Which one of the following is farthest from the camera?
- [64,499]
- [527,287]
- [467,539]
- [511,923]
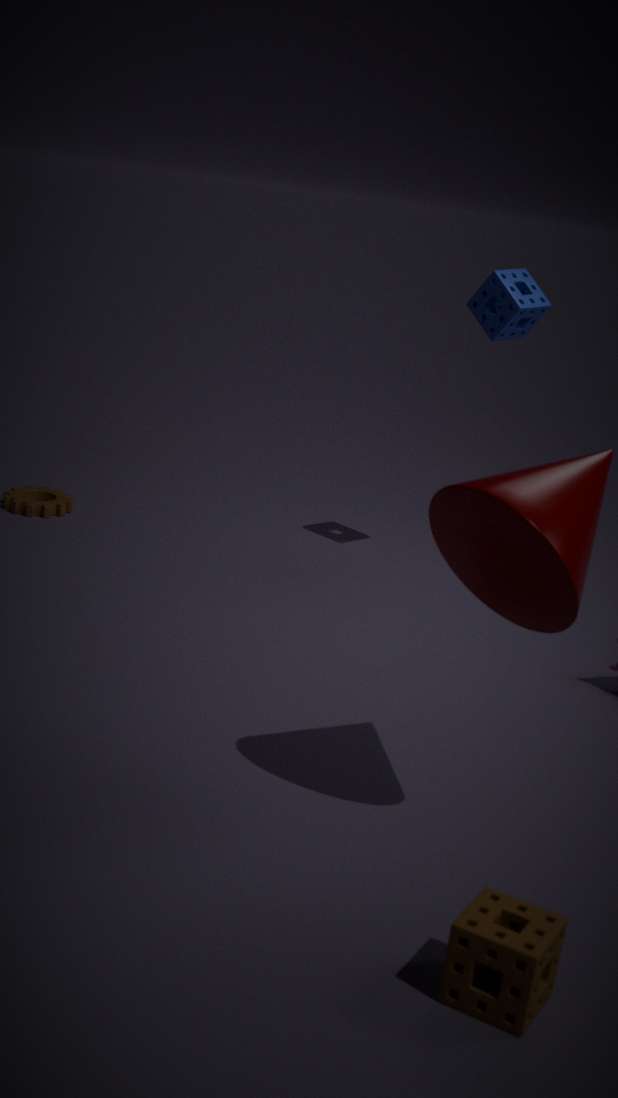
[64,499]
